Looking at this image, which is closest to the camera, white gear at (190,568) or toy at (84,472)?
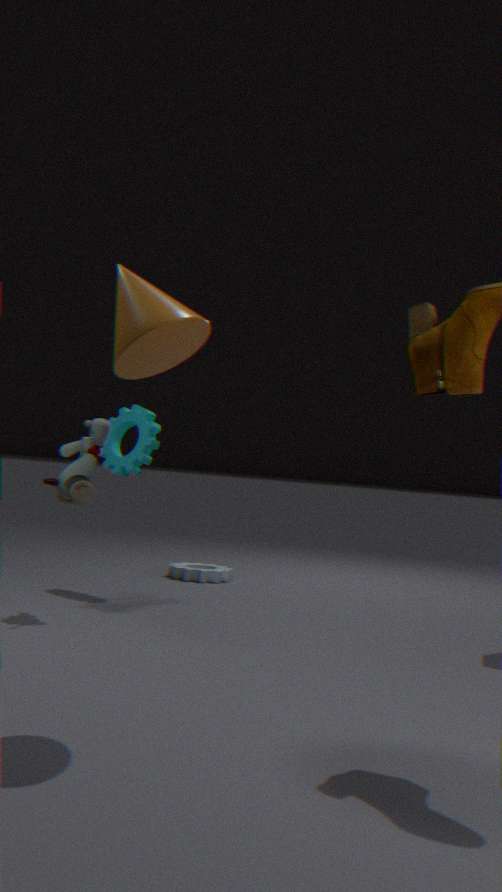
toy at (84,472)
